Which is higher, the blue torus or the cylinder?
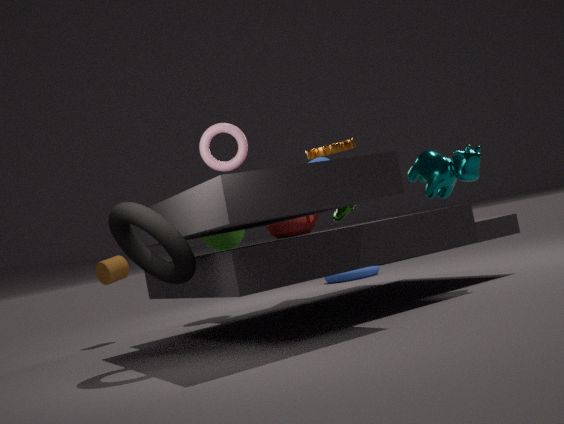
the cylinder
